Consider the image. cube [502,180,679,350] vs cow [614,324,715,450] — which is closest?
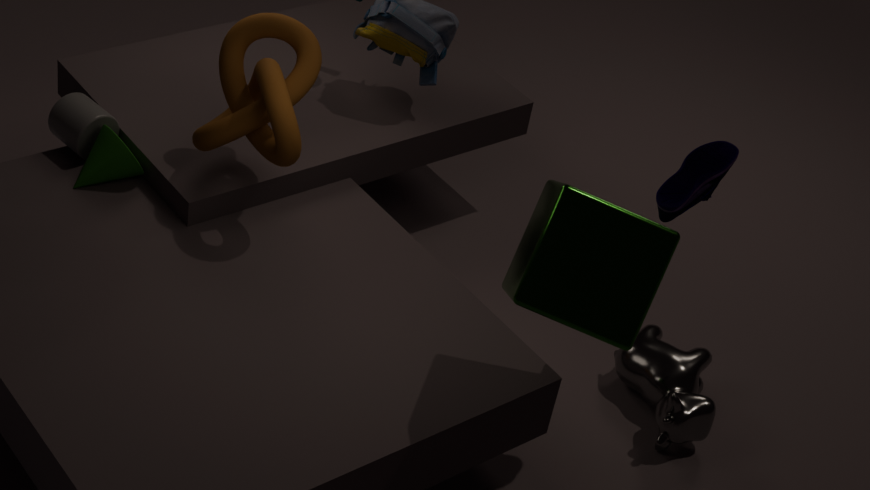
cube [502,180,679,350]
